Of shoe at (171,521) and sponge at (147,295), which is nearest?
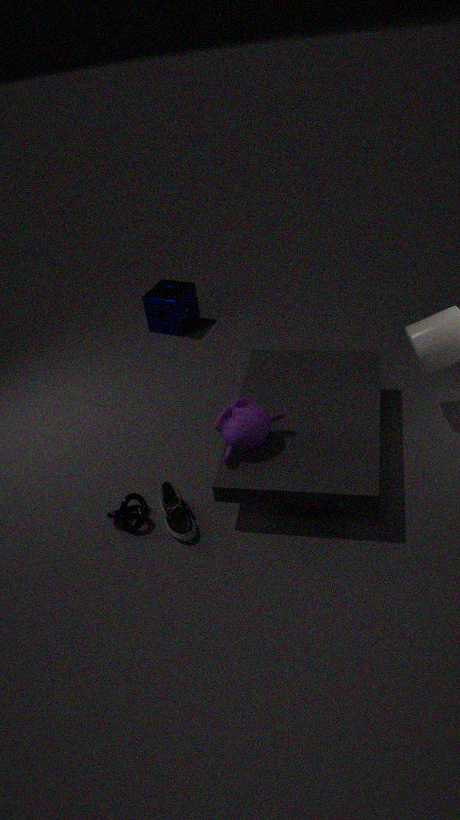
shoe at (171,521)
